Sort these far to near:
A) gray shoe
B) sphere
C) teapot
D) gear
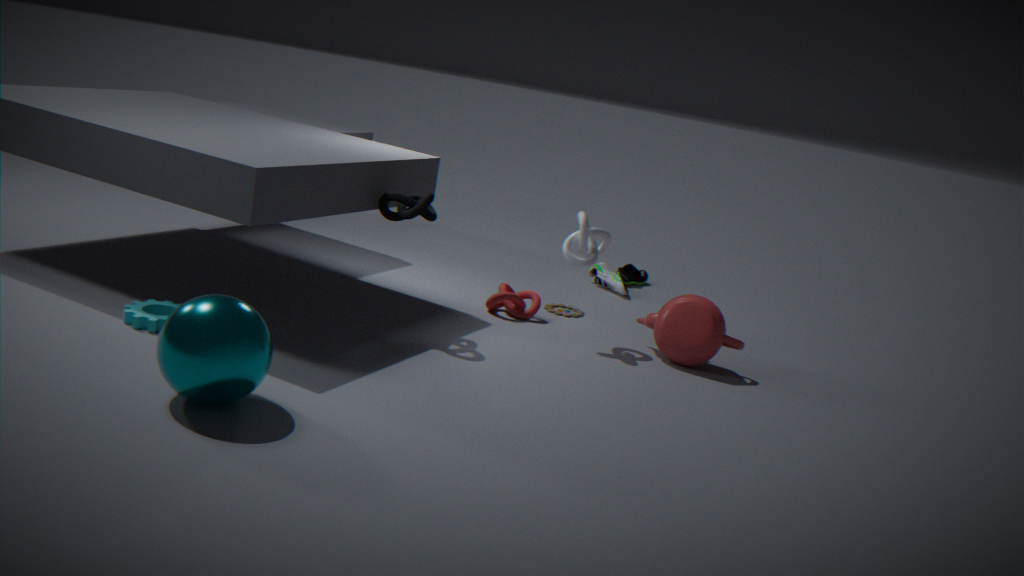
gray shoe < teapot < gear < sphere
